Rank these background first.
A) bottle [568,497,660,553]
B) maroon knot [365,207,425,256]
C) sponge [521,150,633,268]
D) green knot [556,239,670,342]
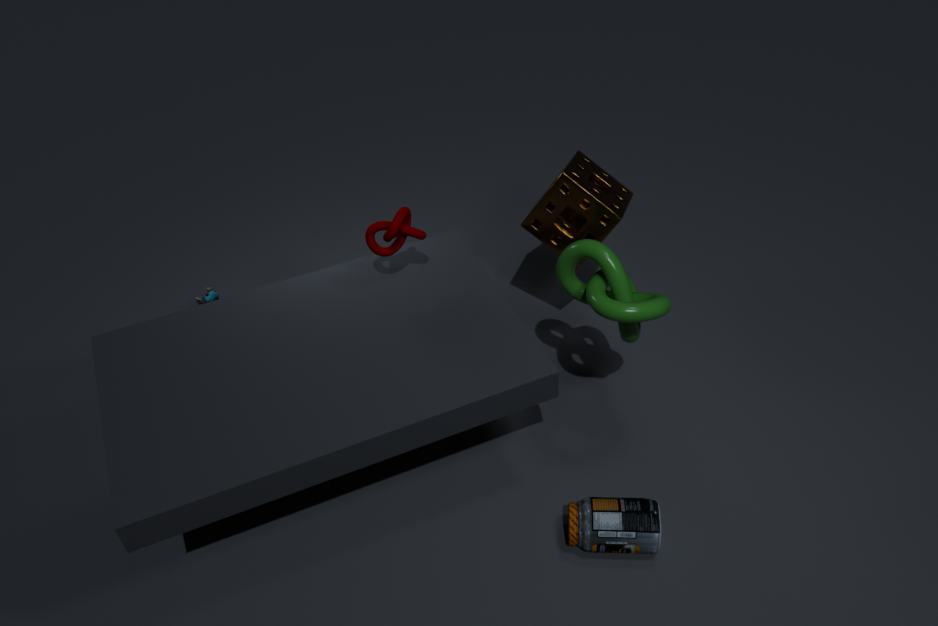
sponge [521,150,633,268]
maroon knot [365,207,425,256]
bottle [568,497,660,553]
green knot [556,239,670,342]
